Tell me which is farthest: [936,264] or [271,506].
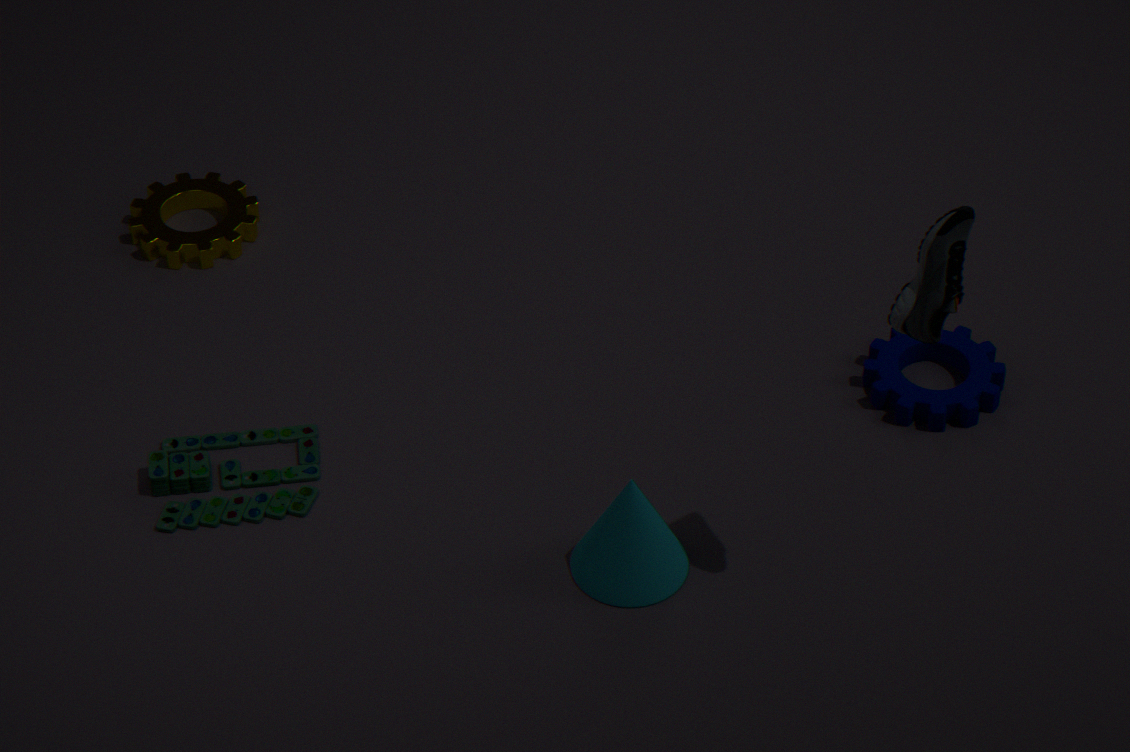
[271,506]
